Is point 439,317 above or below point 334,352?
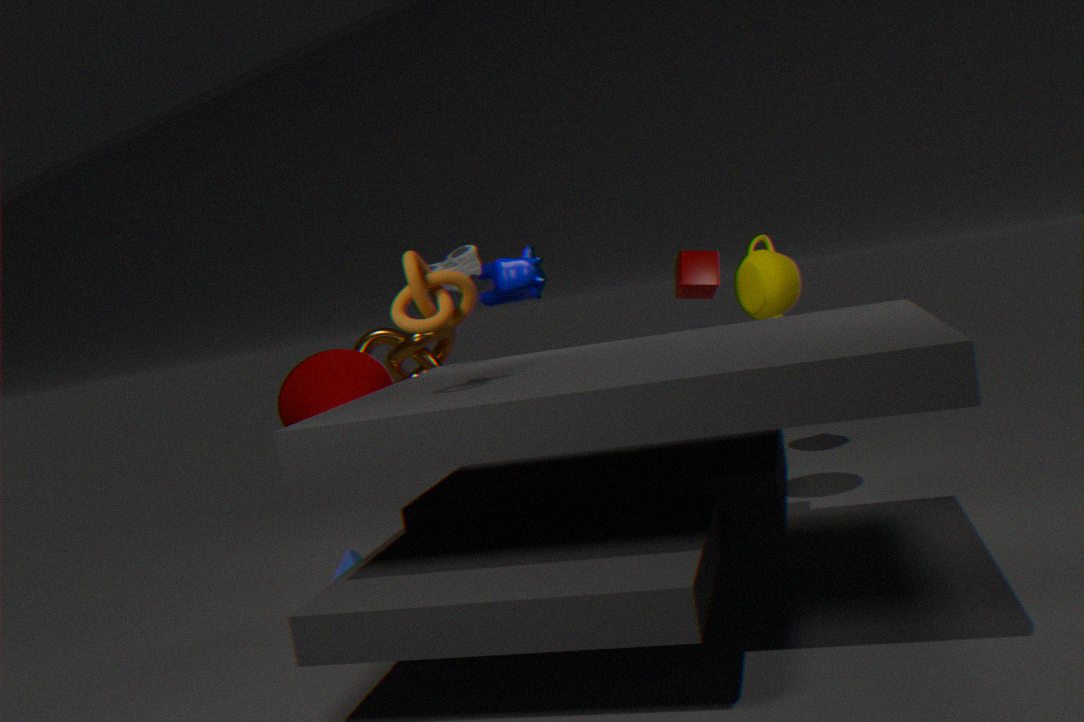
above
